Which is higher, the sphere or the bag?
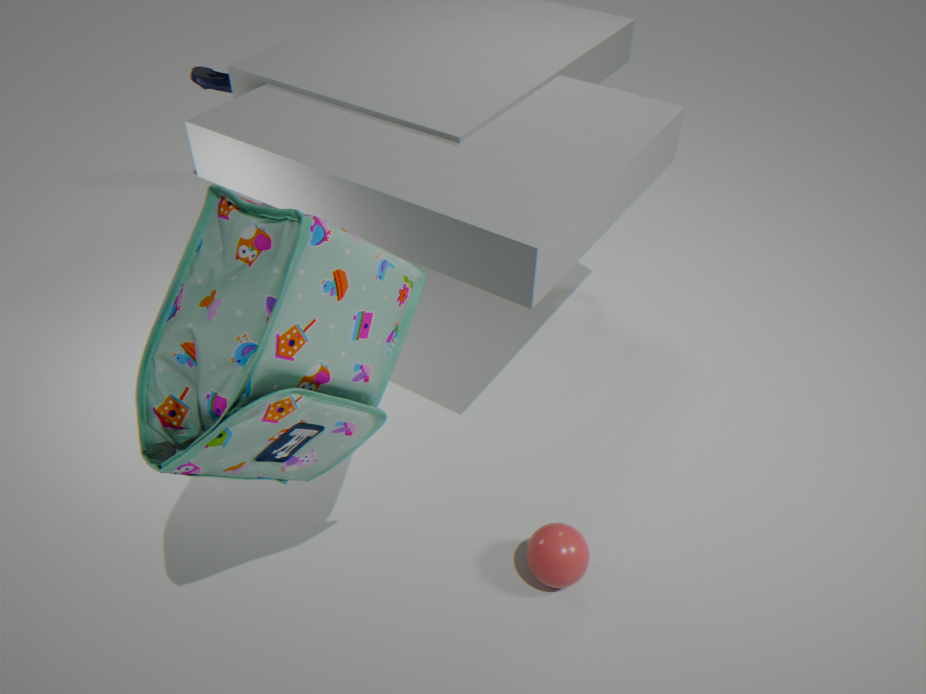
the bag
